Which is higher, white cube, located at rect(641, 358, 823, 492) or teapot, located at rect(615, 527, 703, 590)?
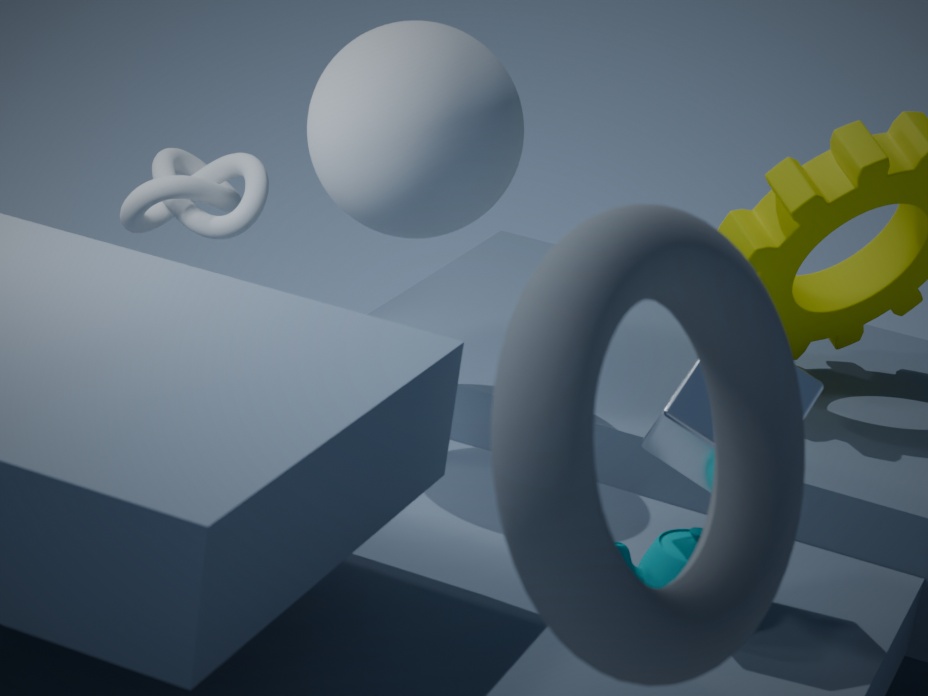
white cube, located at rect(641, 358, 823, 492)
